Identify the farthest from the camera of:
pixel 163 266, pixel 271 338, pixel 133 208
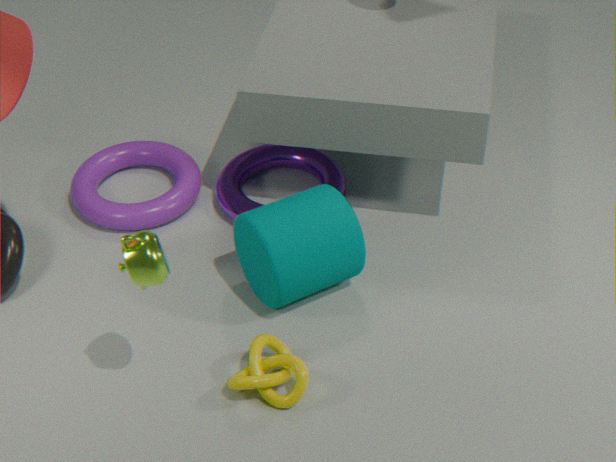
pixel 133 208
